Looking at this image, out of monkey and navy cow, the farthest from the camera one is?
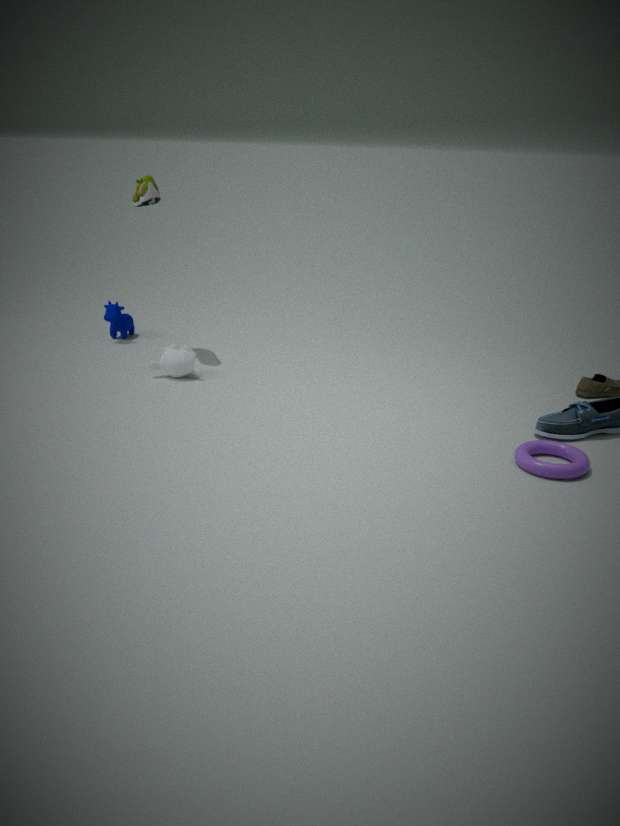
navy cow
